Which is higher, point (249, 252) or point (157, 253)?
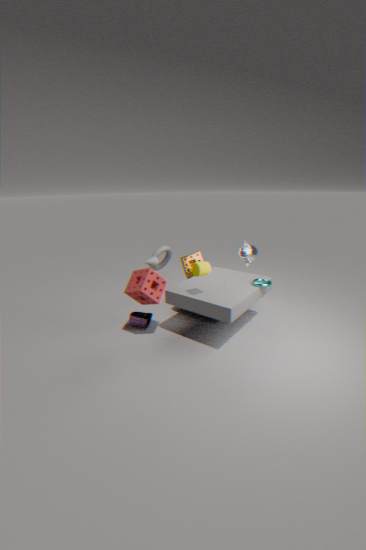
point (249, 252)
